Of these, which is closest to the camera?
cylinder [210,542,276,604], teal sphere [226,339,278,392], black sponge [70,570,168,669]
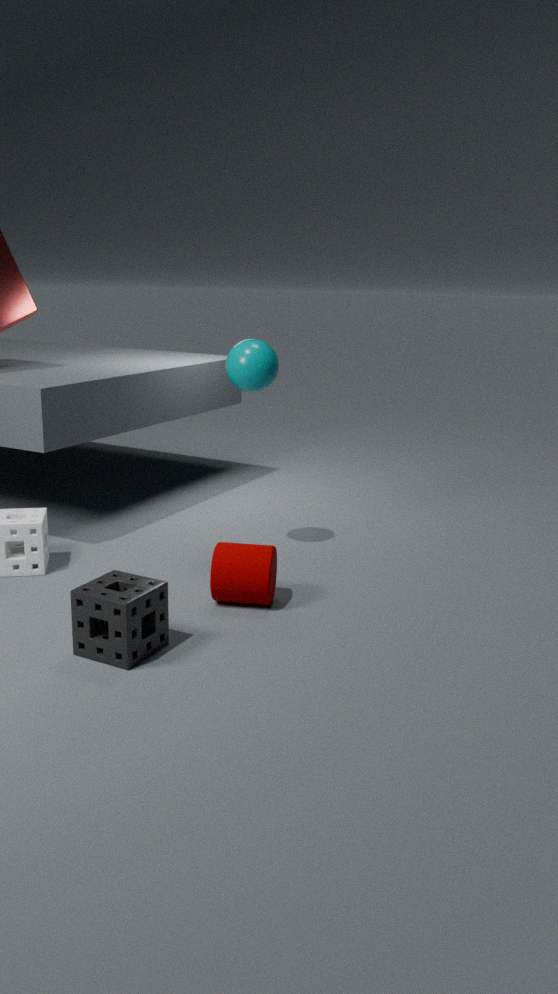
black sponge [70,570,168,669]
